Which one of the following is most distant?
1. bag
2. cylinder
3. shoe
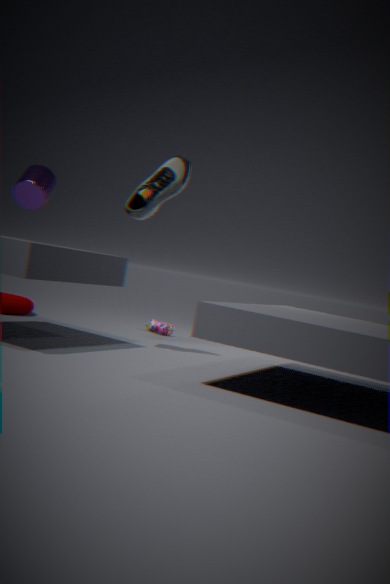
bag
